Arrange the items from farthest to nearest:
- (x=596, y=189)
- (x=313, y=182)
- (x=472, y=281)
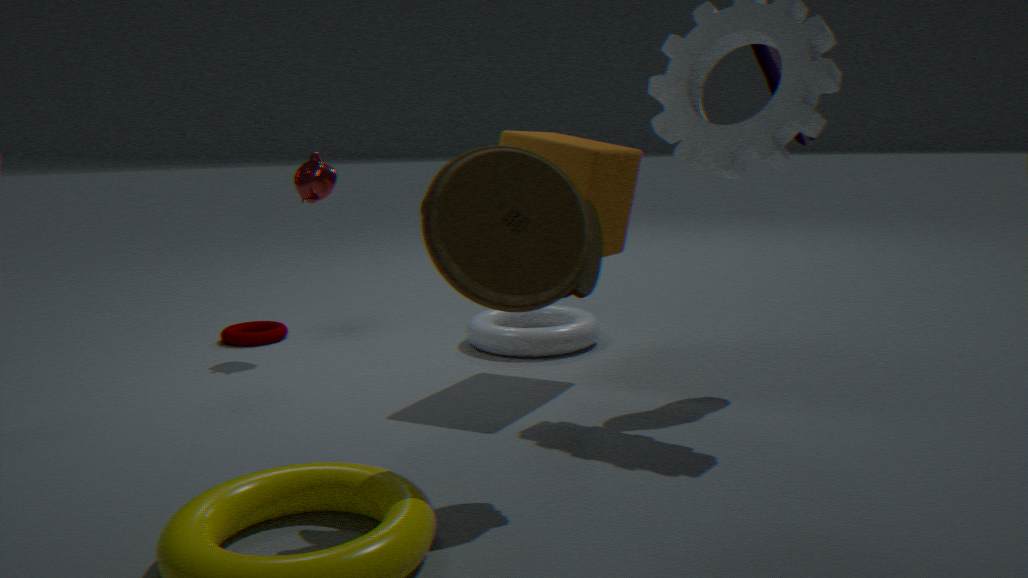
(x=313, y=182), (x=596, y=189), (x=472, y=281)
